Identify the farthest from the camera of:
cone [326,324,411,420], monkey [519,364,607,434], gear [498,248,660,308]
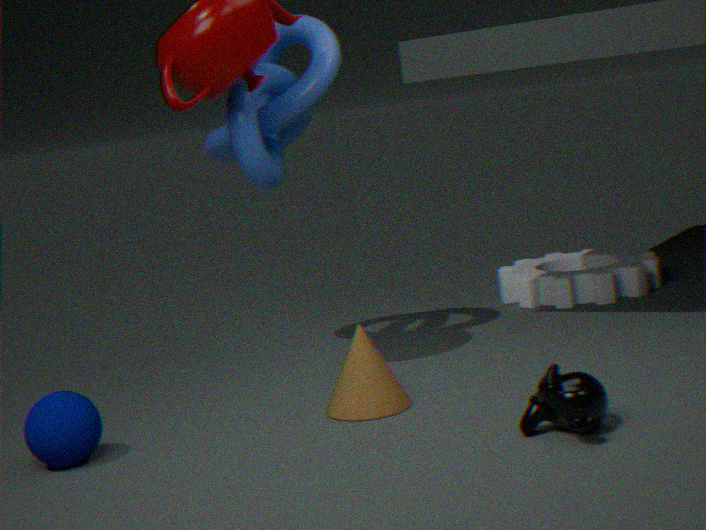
gear [498,248,660,308]
